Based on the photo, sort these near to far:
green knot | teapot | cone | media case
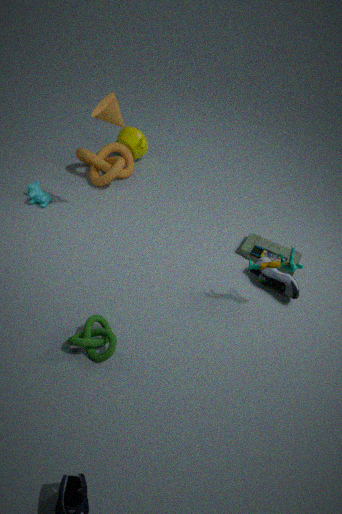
green knot → cone → media case → teapot
